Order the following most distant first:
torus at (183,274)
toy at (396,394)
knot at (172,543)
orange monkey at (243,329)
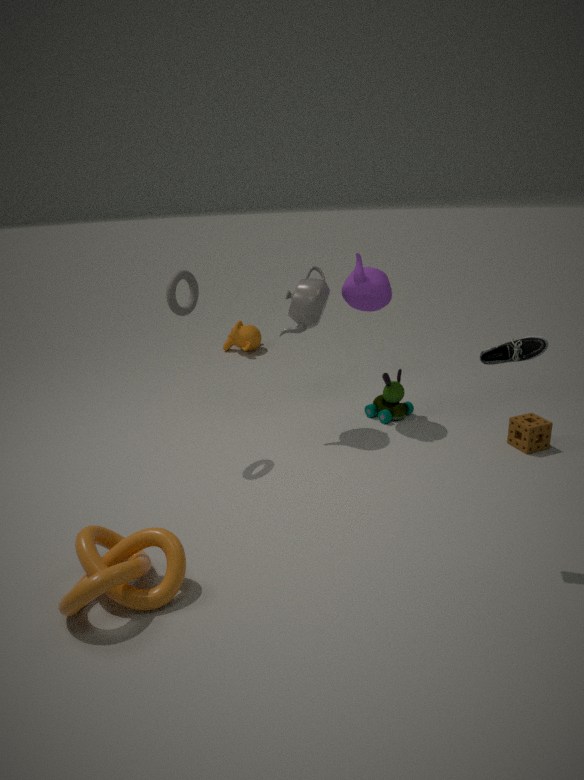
orange monkey at (243,329) < toy at (396,394) < torus at (183,274) < knot at (172,543)
